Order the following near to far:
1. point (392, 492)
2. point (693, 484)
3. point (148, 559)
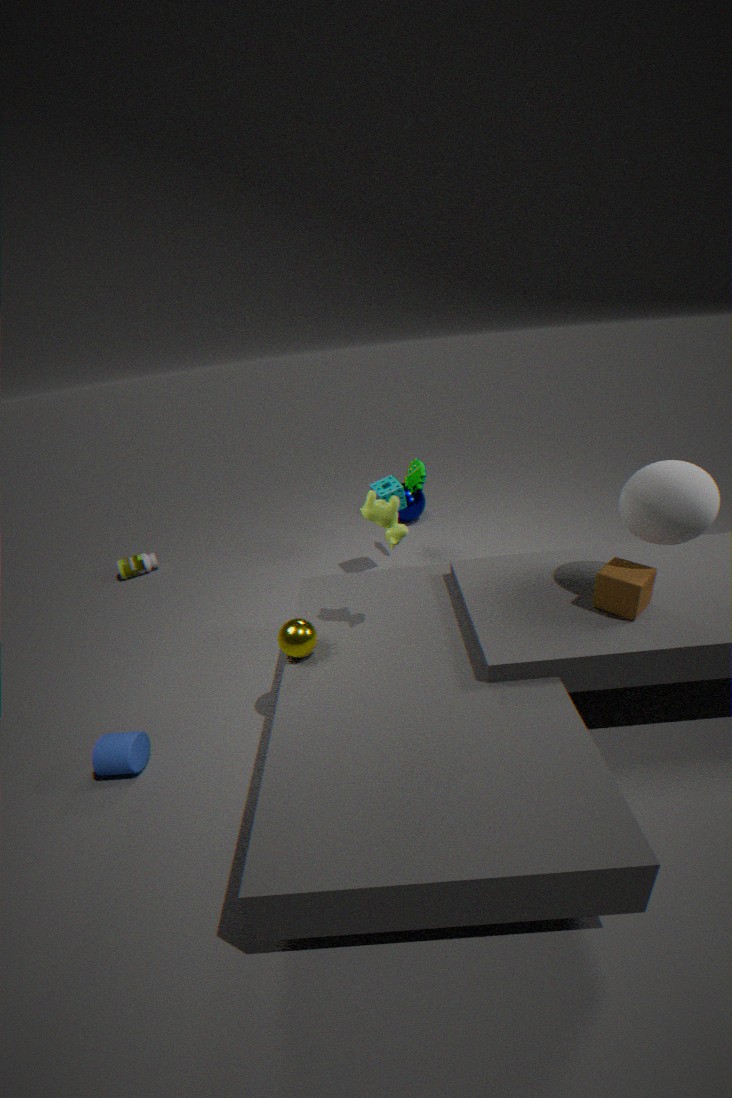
point (693, 484)
point (392, 492)
point (148, 559)
